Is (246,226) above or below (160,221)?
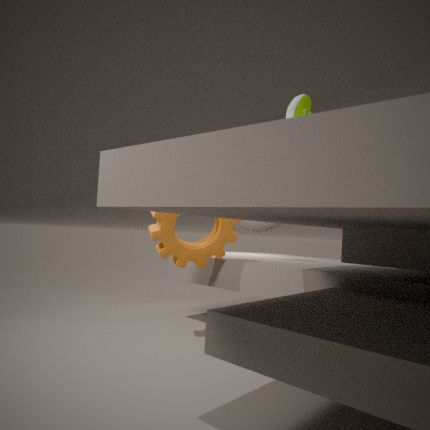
above
